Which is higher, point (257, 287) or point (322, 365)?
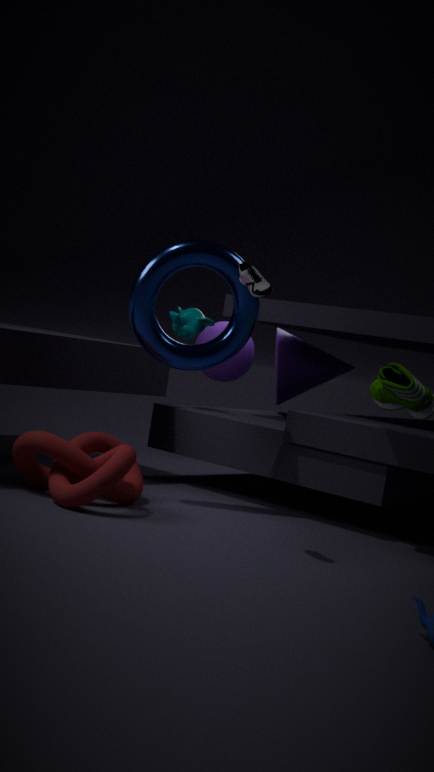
point (257, 287)
